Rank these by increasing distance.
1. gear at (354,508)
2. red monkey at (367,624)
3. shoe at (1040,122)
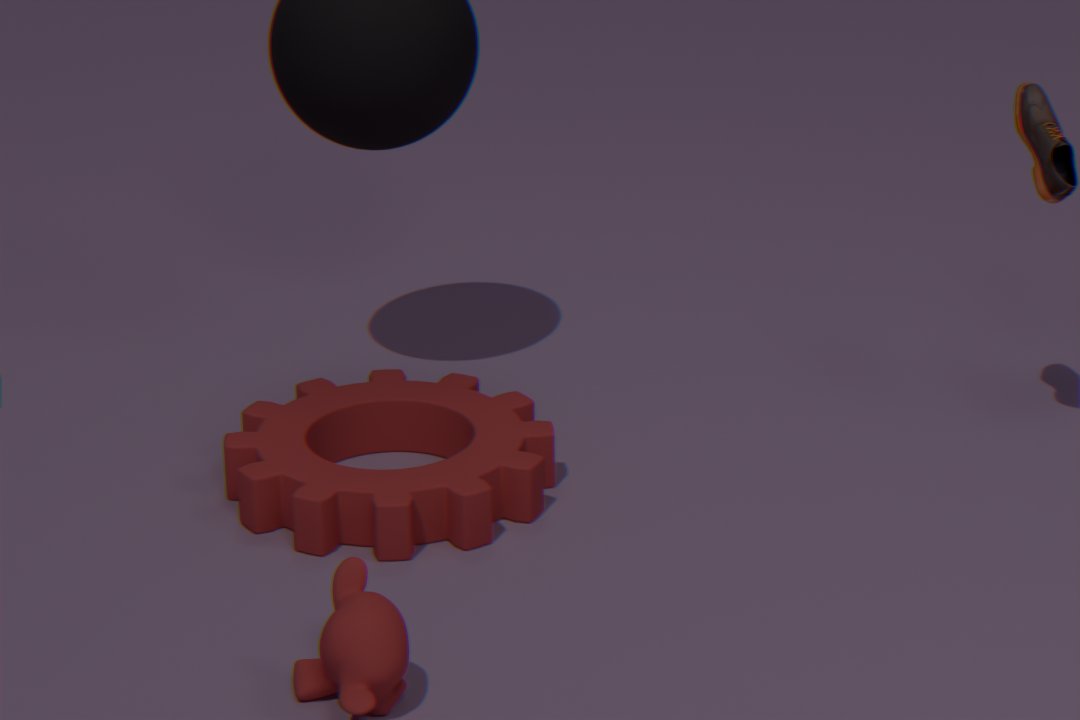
red monkey at (367,624)
gear at (354,508)
shoe at (1040,122)
